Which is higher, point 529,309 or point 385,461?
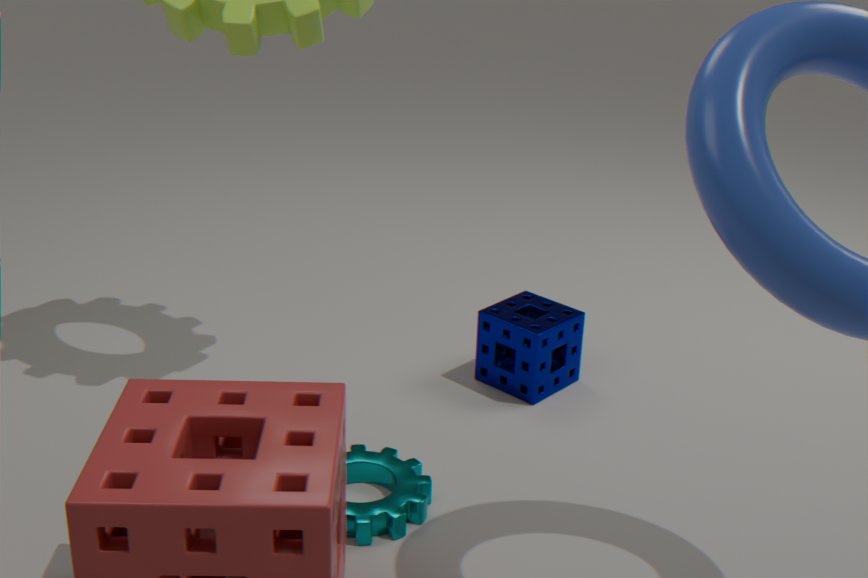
point 529,309
